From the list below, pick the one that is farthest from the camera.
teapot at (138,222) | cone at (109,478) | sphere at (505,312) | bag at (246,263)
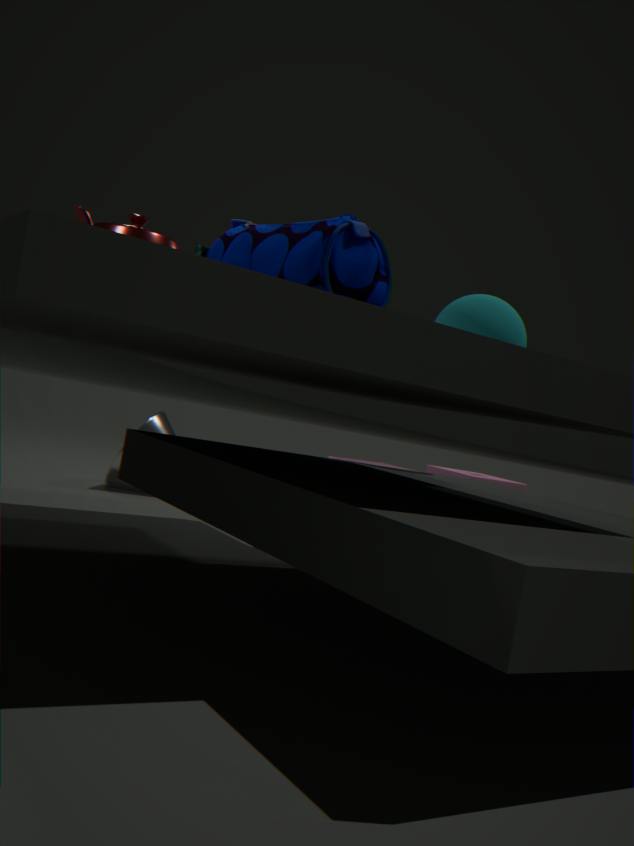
cone at (109,478)
